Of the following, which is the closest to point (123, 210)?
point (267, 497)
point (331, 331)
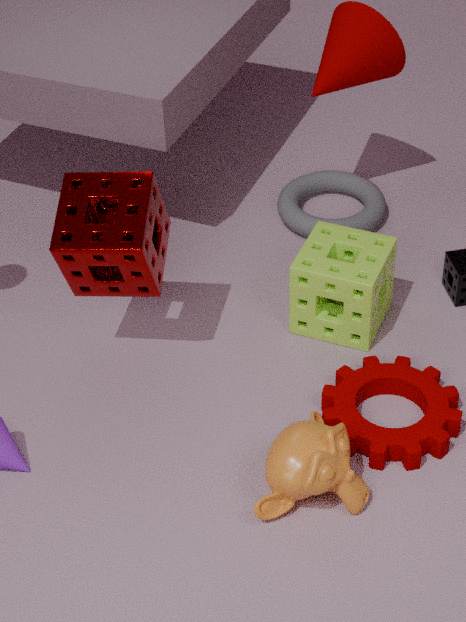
point (331, 331)
